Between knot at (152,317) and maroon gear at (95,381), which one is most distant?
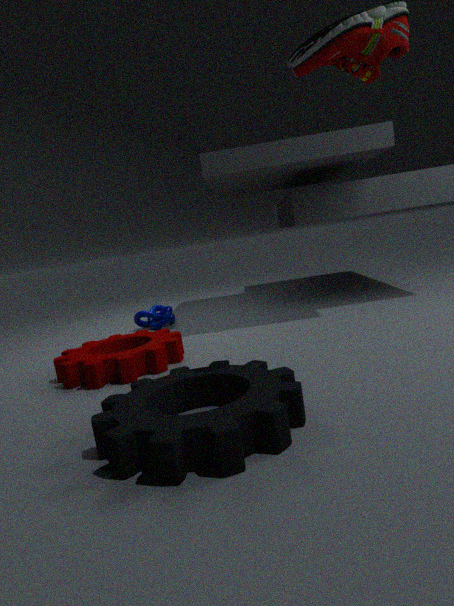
knot at (152,317)
